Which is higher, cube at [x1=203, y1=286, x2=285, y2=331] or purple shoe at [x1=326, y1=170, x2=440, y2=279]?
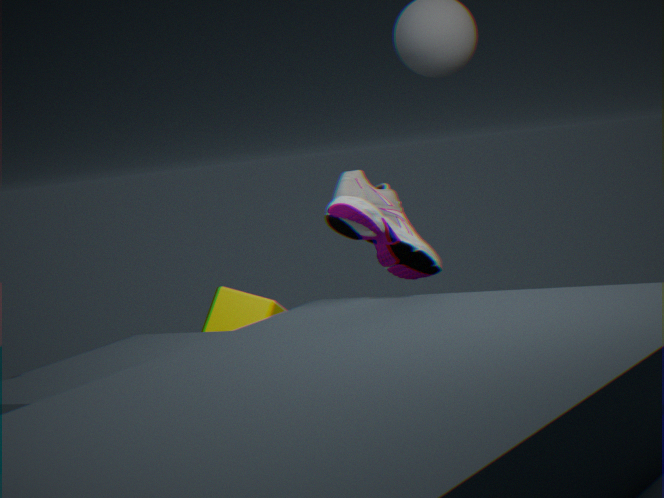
purple shoe at [x1=326, y1=170, x2=440, y2=279]
